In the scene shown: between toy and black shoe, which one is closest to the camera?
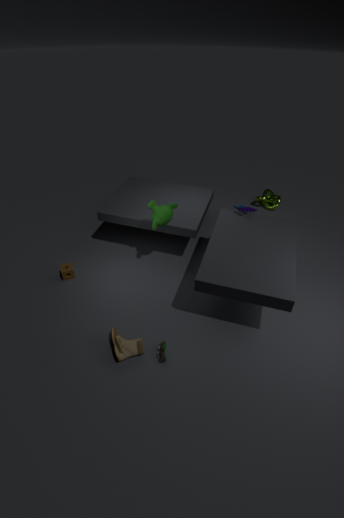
black shoe
